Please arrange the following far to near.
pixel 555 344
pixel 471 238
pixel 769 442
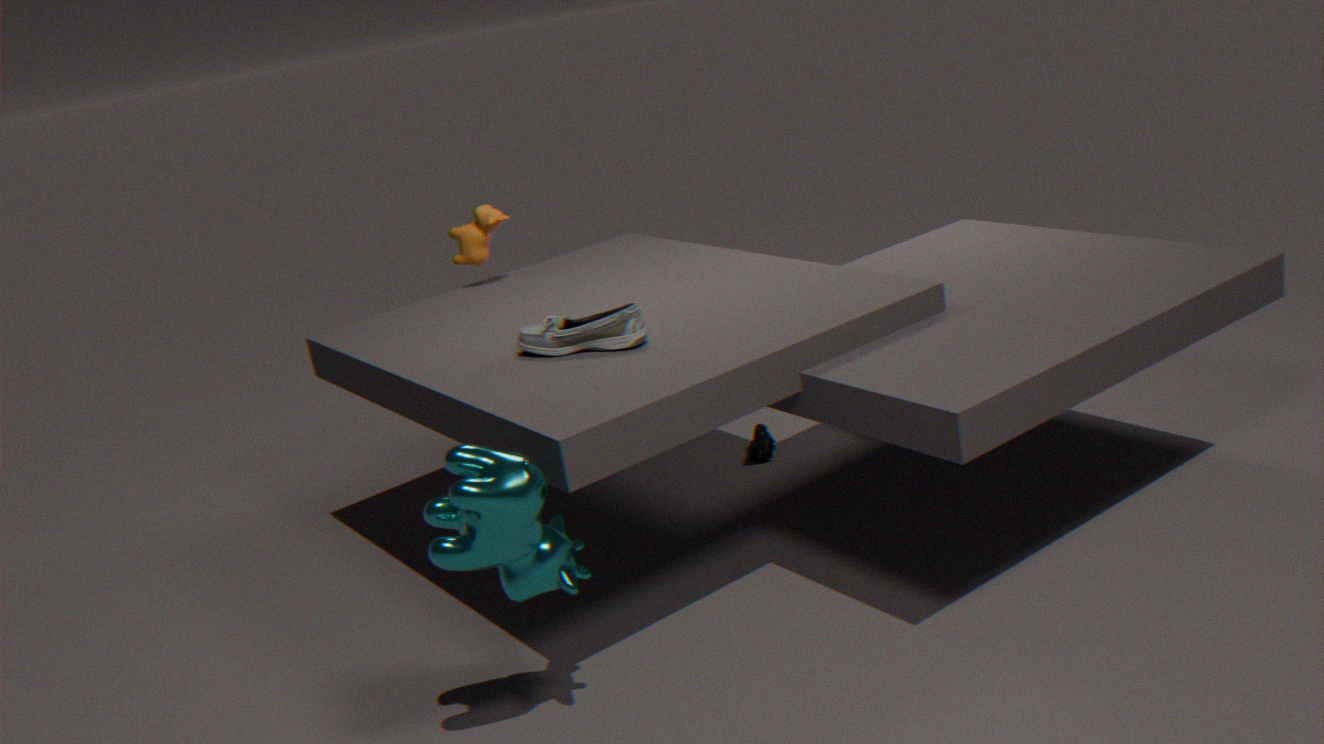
pixel 769 442 < pixel 471 238 < pixel 555 344
